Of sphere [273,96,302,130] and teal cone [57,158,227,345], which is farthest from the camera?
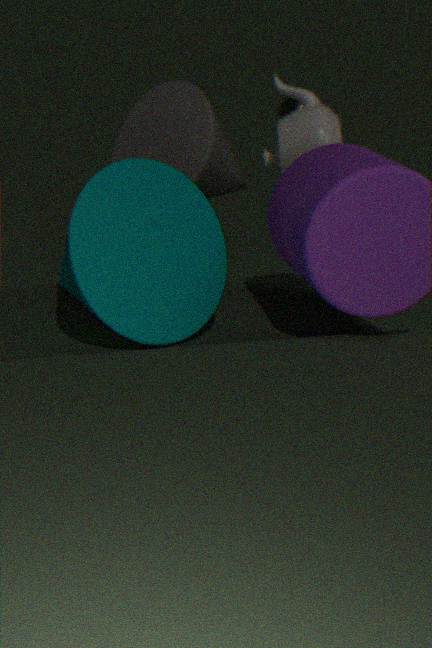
sphere [273,96,302,130]
